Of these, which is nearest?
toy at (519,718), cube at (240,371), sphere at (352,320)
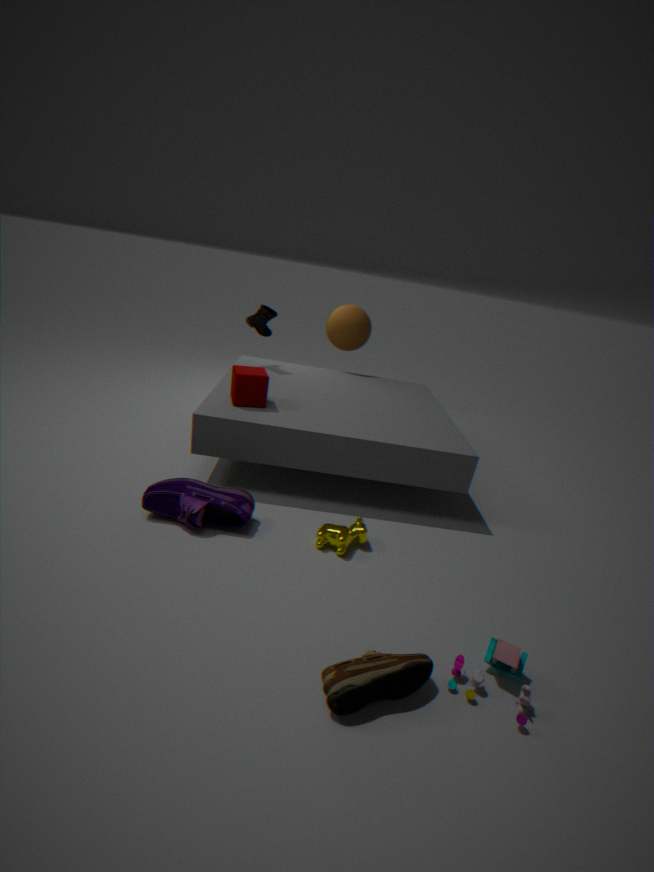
toy at (519,718)
